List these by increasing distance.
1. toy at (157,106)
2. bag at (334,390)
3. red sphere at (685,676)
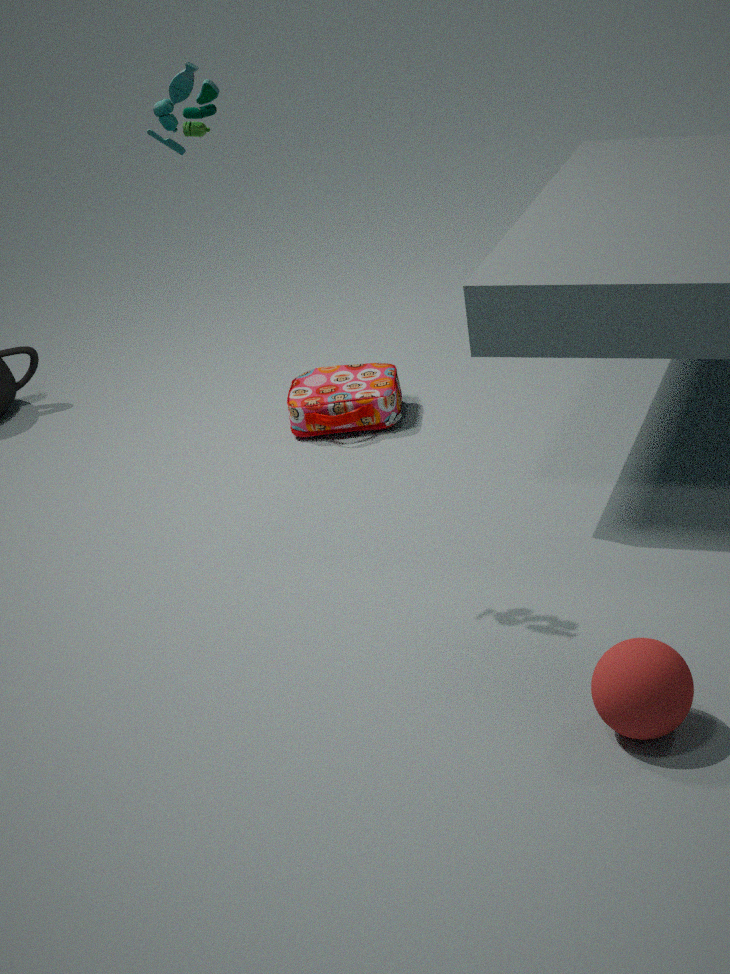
red sphere at (685,676) < toy at (157,106) < bag at (334,390)
